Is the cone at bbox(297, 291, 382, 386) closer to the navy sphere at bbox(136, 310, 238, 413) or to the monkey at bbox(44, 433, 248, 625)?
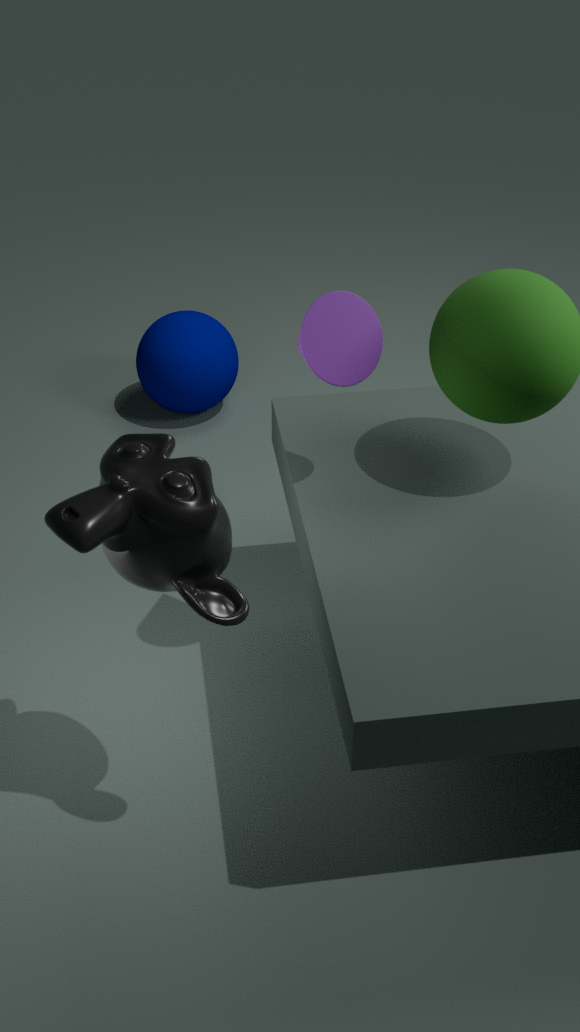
the monkey at bbox(44, 433, 248, 625)
